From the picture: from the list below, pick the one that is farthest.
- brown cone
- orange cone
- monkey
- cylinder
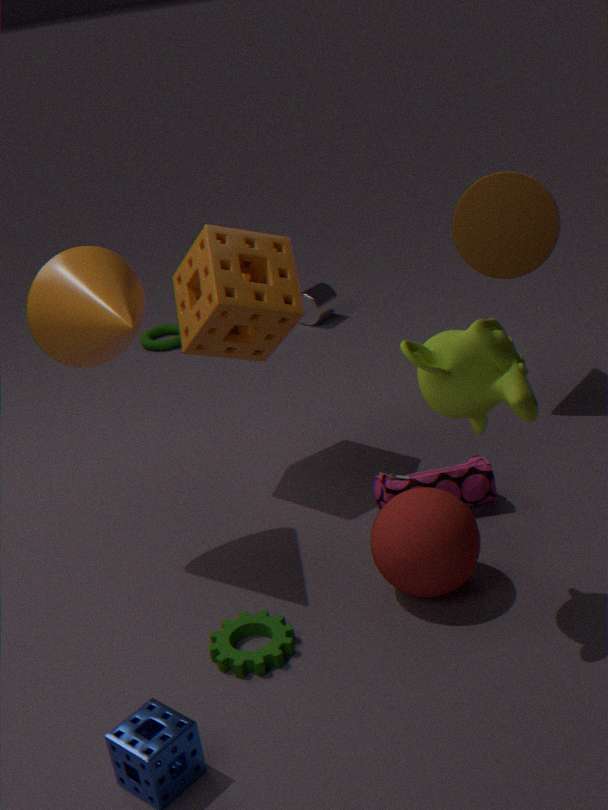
cylinder
